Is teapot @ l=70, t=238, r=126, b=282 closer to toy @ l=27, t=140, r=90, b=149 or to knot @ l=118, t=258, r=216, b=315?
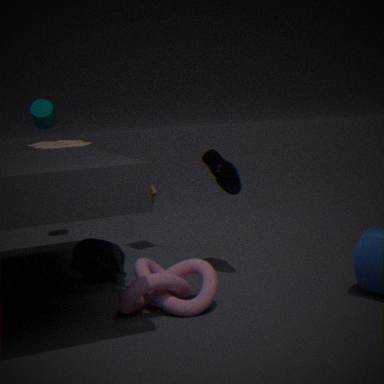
knot @ l=118, t=258, r=216, b=315
